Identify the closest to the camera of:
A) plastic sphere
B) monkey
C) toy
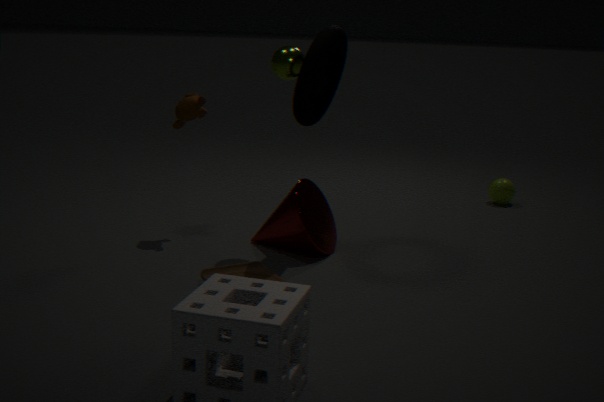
toy
